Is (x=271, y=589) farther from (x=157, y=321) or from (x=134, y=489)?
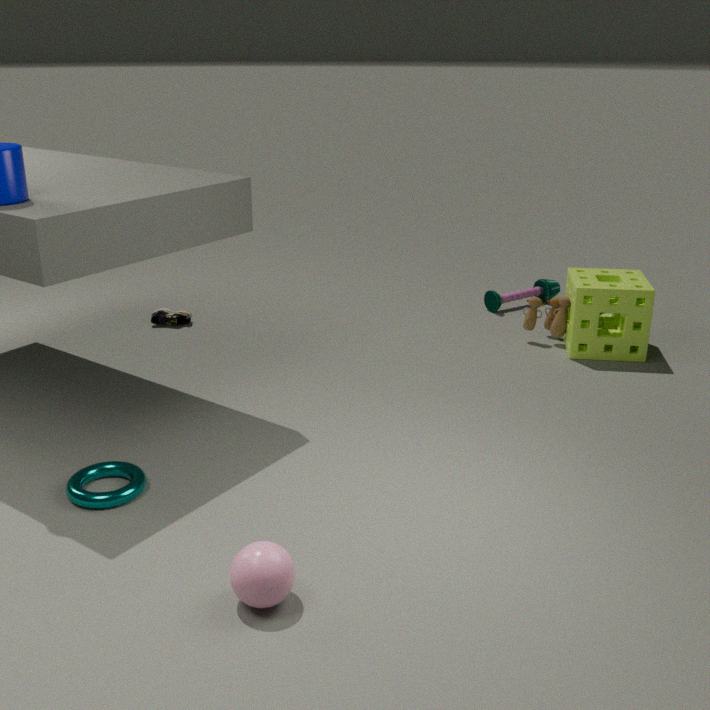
(x=157, y=321)
